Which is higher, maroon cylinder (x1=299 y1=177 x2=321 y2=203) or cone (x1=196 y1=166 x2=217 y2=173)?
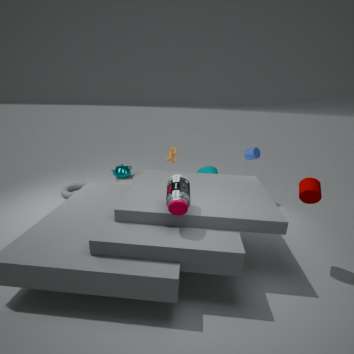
maroon cylinder (x1=299 y1=177 x2=321 y2=203)
